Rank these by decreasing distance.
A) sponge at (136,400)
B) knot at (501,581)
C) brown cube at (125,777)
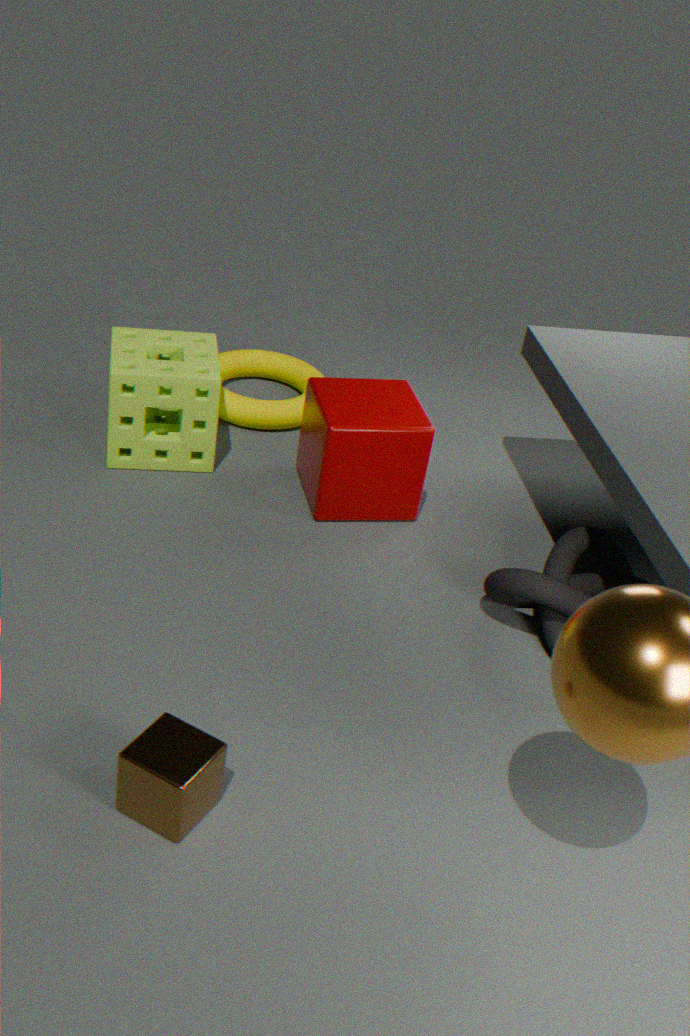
A. sponge at (136,400) → B. knot at (501,581) → C. brown cube at (125,777)
